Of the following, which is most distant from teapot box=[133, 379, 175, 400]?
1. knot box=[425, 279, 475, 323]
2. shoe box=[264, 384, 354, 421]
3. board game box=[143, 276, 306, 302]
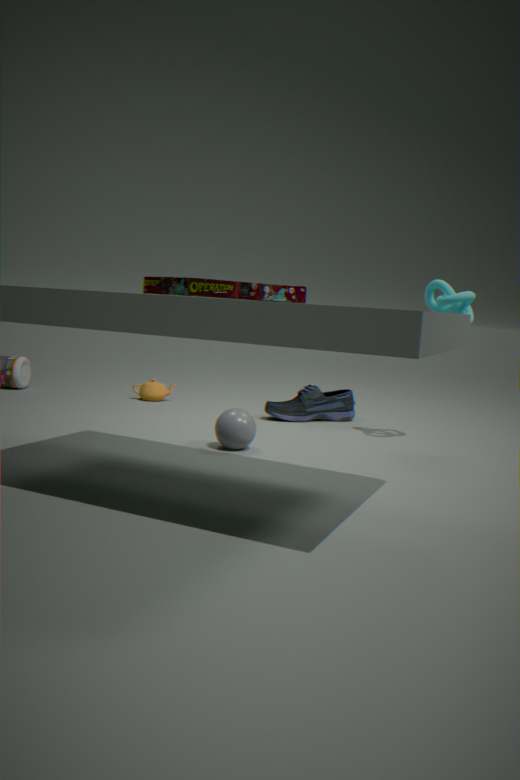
board game box=[143, 276, 306, 302]
